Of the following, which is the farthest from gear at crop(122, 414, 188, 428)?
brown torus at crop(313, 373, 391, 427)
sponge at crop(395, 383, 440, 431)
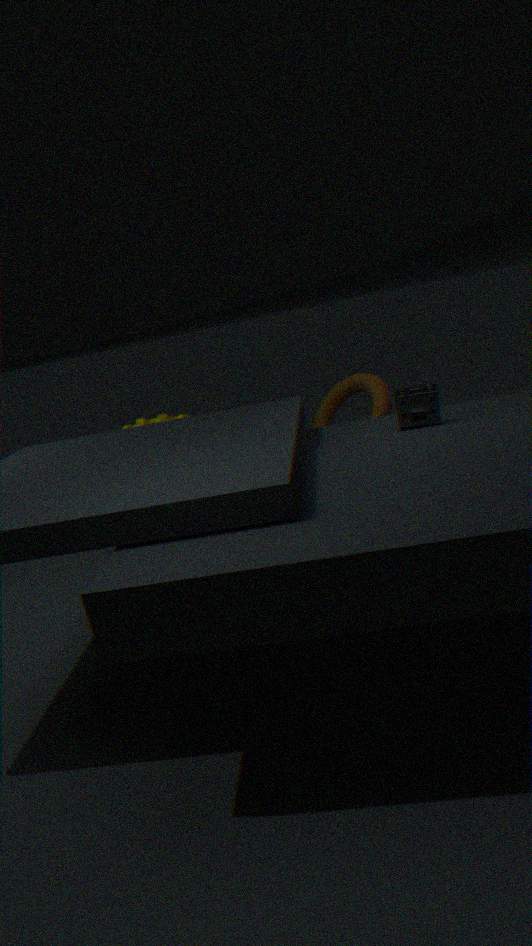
sponge at crop(395, 383, 440, 431)
